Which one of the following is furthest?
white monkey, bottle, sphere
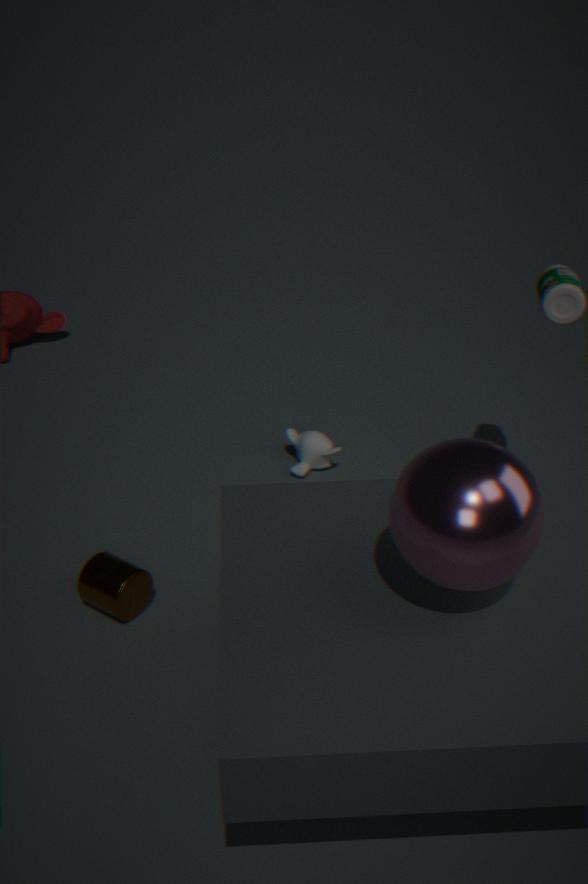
white monkey
